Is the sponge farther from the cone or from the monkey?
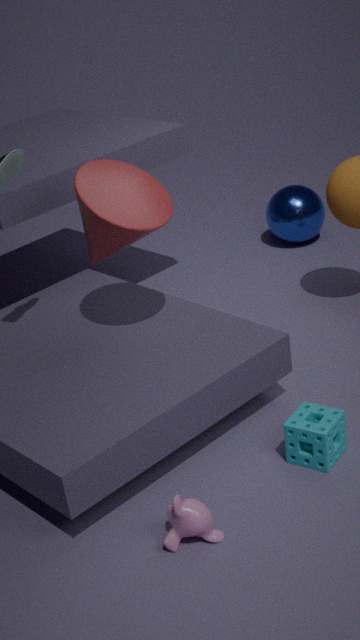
the cone
